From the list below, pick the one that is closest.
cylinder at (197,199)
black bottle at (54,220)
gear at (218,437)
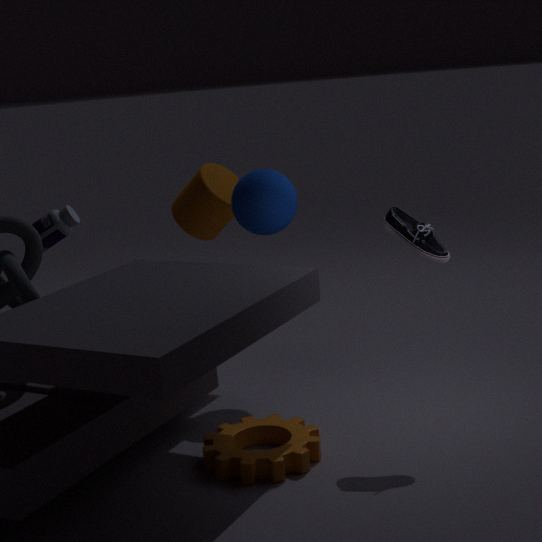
gear at (218,437)
